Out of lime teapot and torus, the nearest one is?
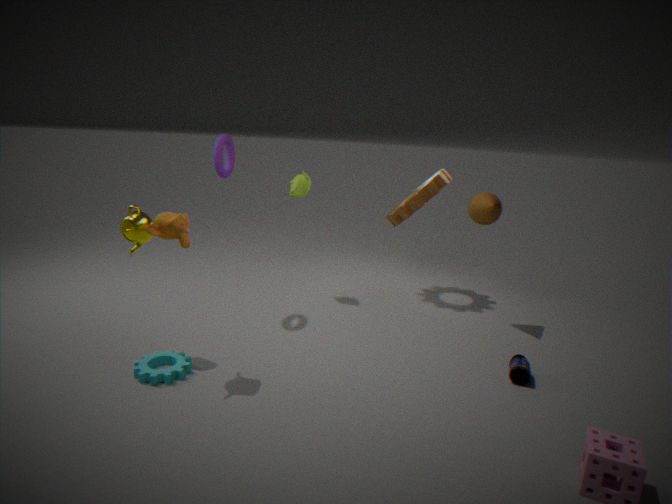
torus
